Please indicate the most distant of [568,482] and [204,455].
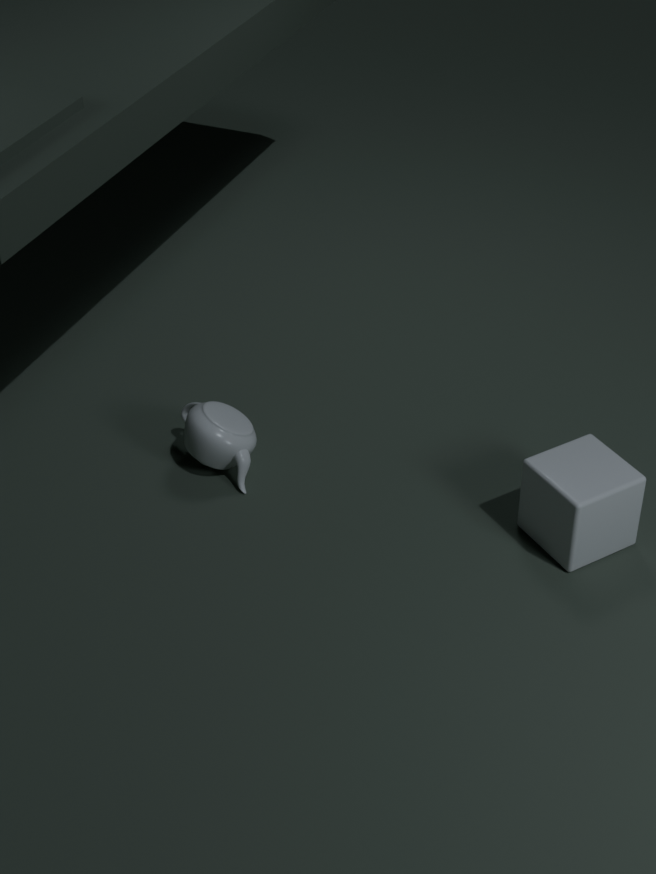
[204,455]
